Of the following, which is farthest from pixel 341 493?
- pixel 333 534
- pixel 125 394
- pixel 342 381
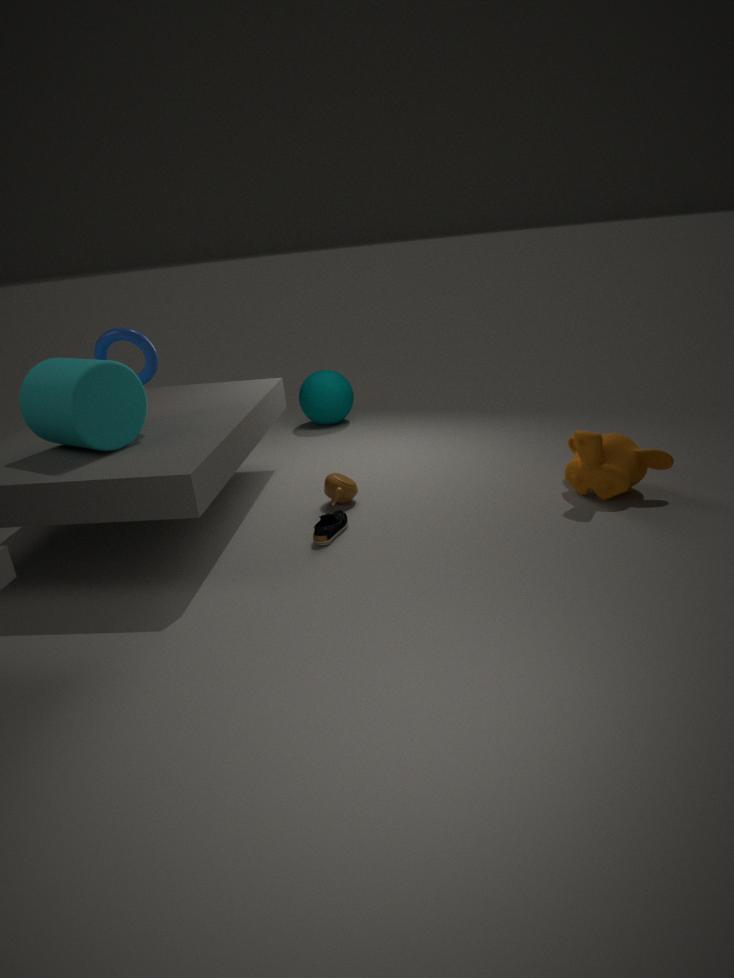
pixel 342 381
